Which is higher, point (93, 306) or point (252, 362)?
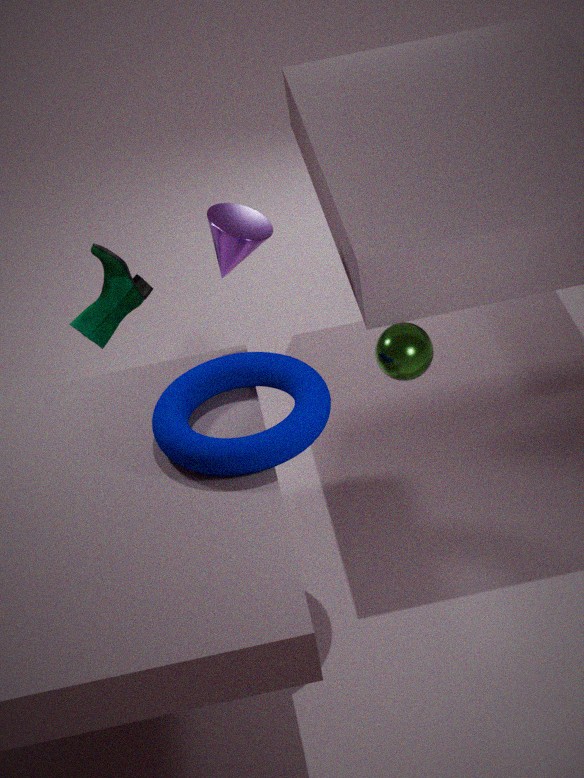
point (252, 362)
